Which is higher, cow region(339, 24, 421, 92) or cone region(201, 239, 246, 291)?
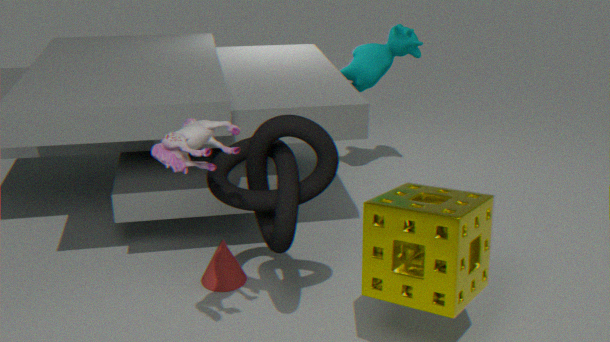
cow region(339, 24, 421, 92)
